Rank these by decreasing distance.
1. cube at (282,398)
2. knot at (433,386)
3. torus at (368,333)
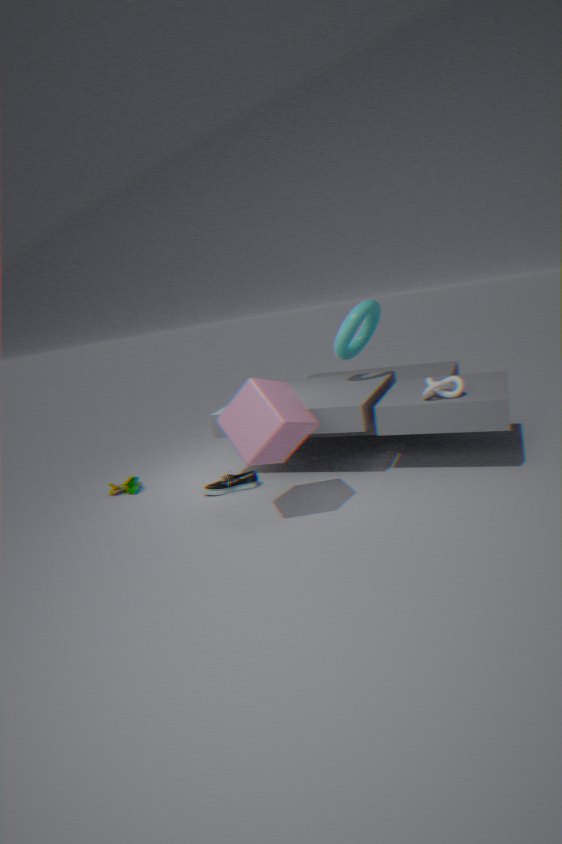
torus at (368,333)
knot at (433,386)
cube at (282,398)
